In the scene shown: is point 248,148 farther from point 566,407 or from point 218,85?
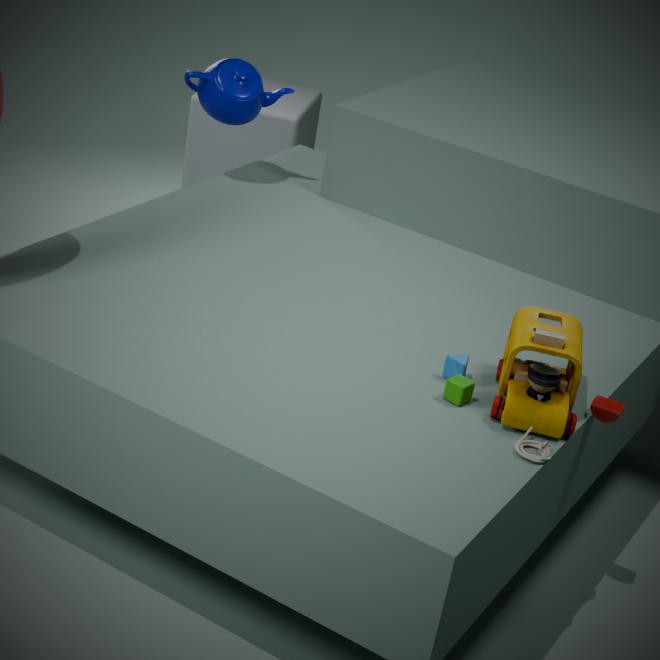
point 566,407
